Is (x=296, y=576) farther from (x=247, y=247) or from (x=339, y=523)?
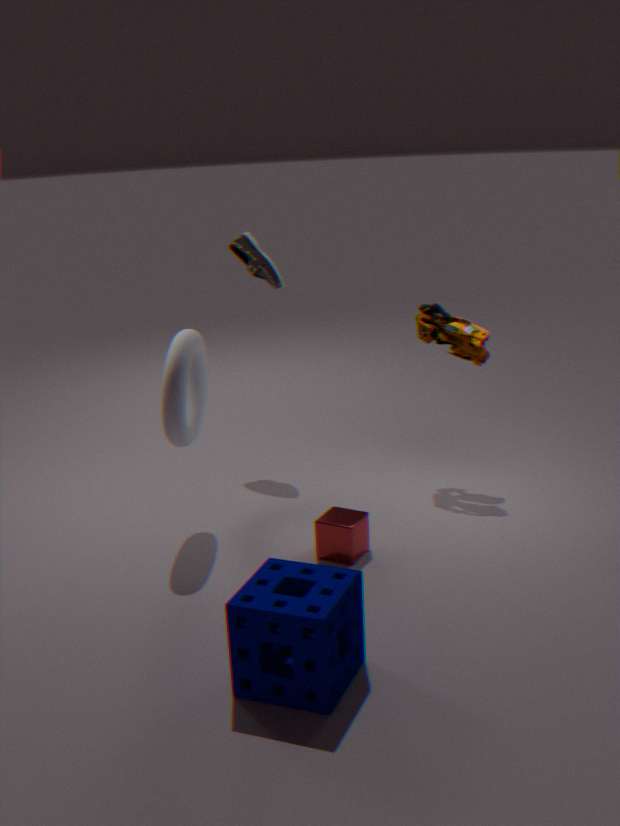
(x=247, y=247)
